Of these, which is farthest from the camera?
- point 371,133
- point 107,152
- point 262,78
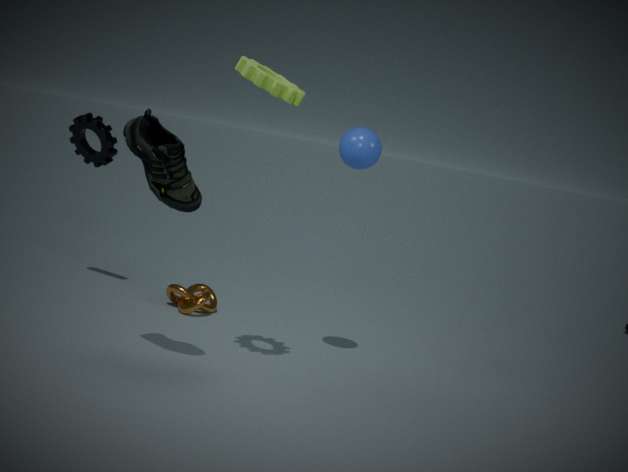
point 107,152
